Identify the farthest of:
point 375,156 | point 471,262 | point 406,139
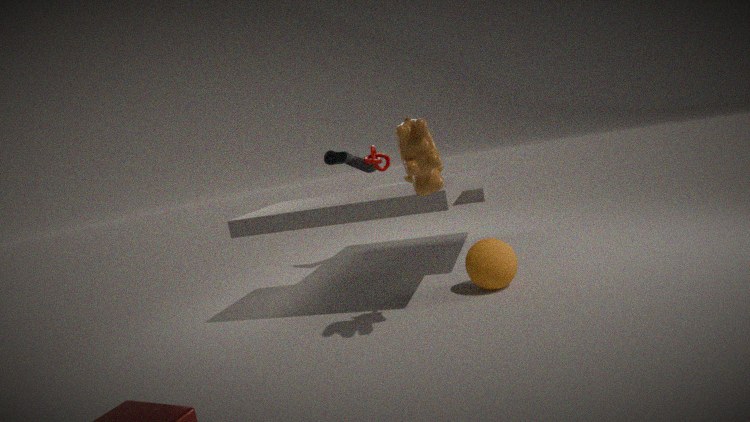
point 375,156
